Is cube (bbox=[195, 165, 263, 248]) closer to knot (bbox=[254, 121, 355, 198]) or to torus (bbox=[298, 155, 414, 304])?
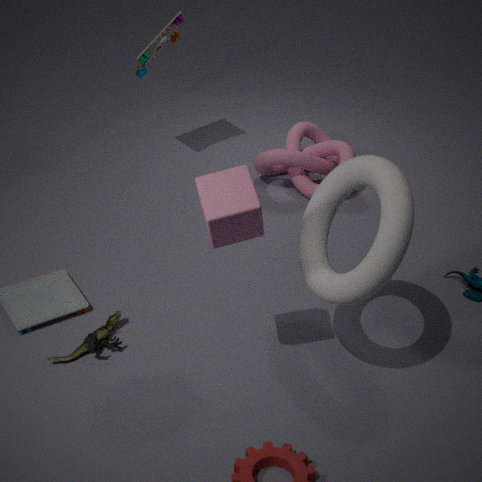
torus (bbox=[298, 155, 414, 304])
